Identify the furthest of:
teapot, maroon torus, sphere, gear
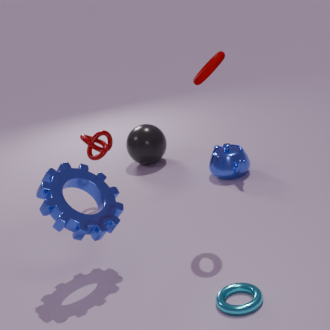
sphere
